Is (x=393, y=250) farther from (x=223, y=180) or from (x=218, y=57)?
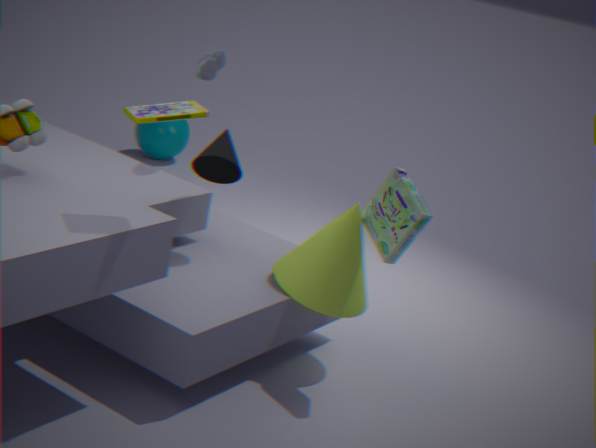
(x=218, y=57)
